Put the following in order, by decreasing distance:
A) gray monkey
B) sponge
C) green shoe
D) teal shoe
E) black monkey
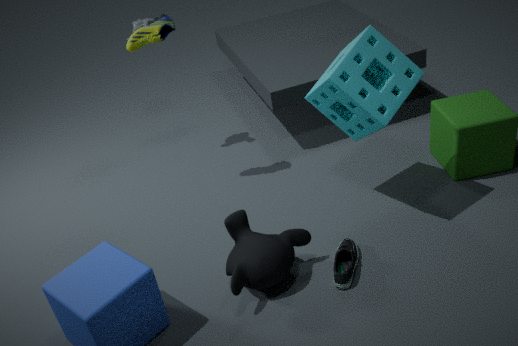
1. gray monkey
2. green shoe
3. sponge
4. teal shoe
5. black monkey
